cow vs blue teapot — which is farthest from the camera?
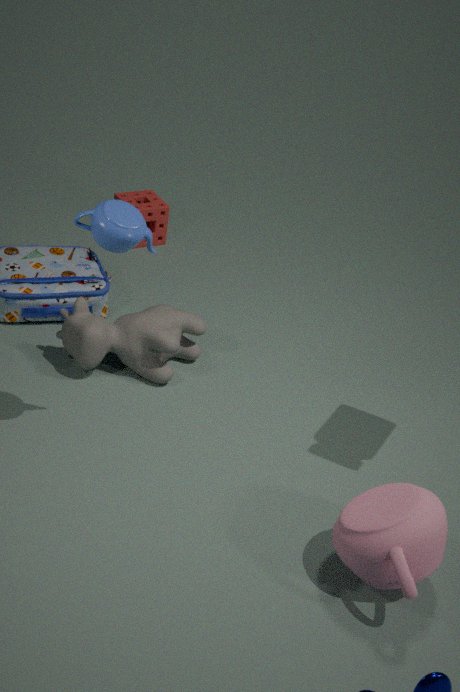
cow
